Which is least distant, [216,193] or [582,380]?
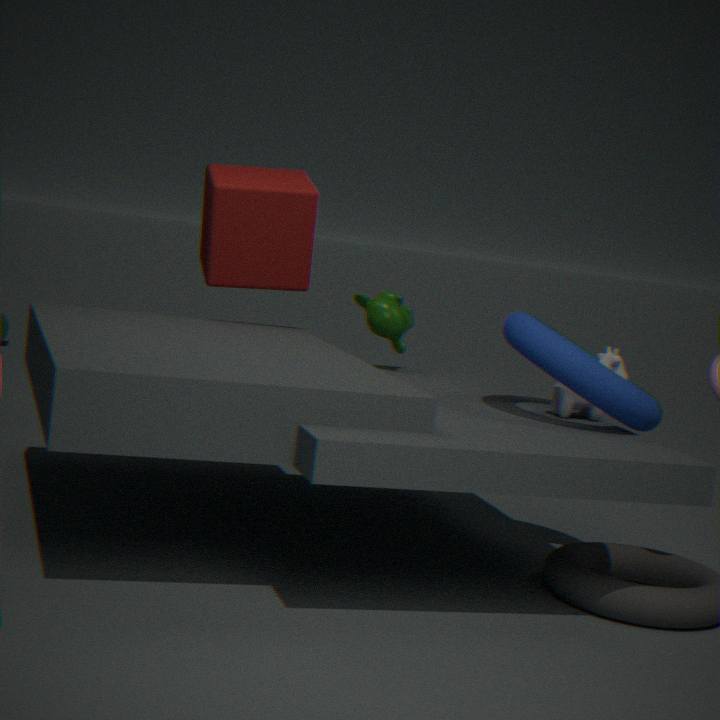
[582,380]
